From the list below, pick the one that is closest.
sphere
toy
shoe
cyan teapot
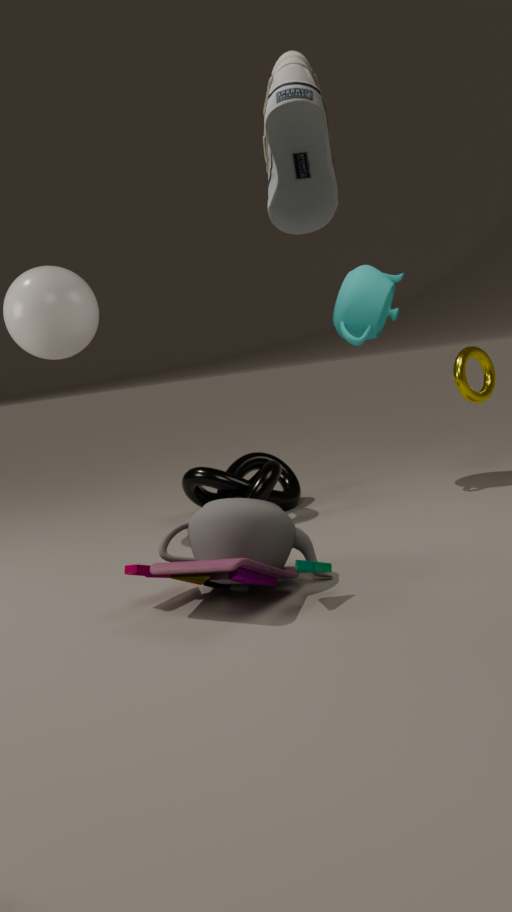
shoe
